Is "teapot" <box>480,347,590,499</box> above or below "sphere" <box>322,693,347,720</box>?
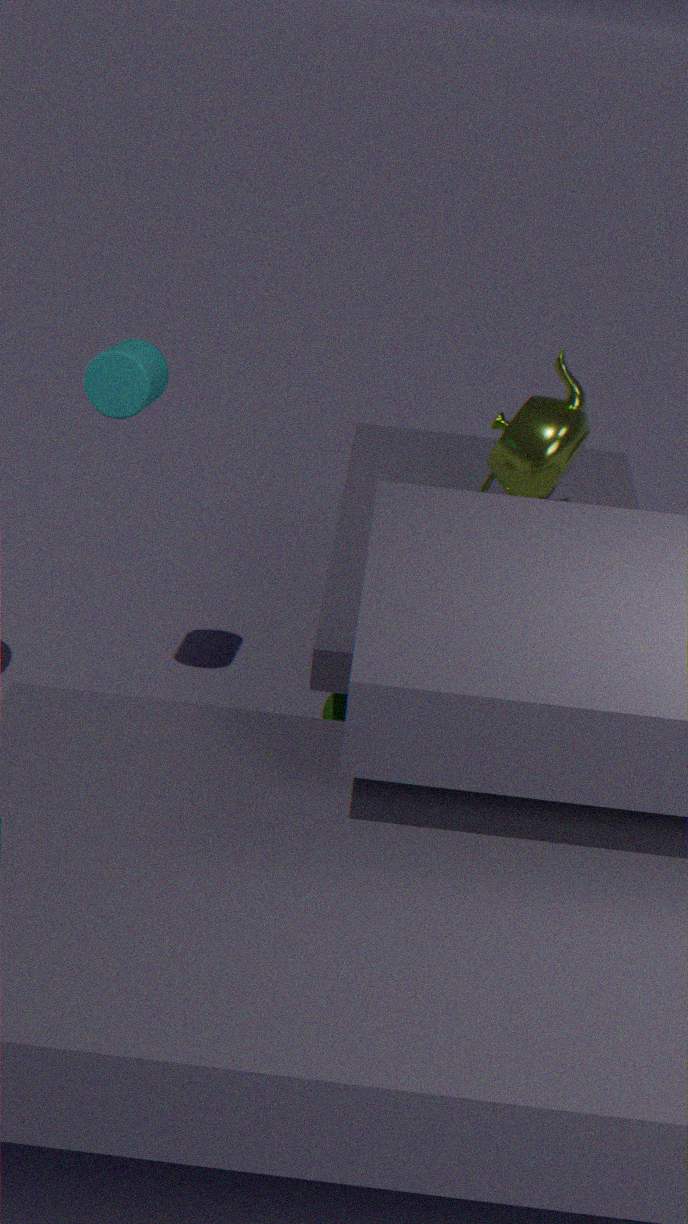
above
